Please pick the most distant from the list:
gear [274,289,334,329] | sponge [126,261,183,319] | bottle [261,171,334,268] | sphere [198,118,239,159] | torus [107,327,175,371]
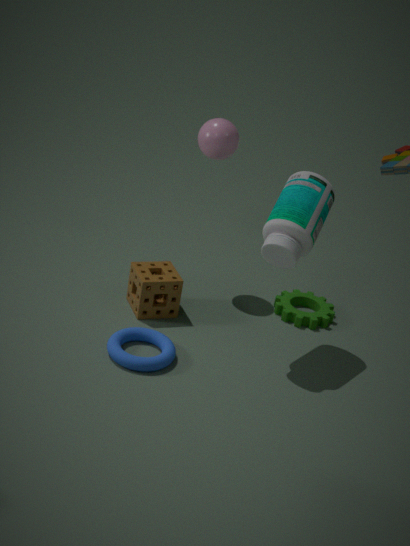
gear [274,289,334,329]
